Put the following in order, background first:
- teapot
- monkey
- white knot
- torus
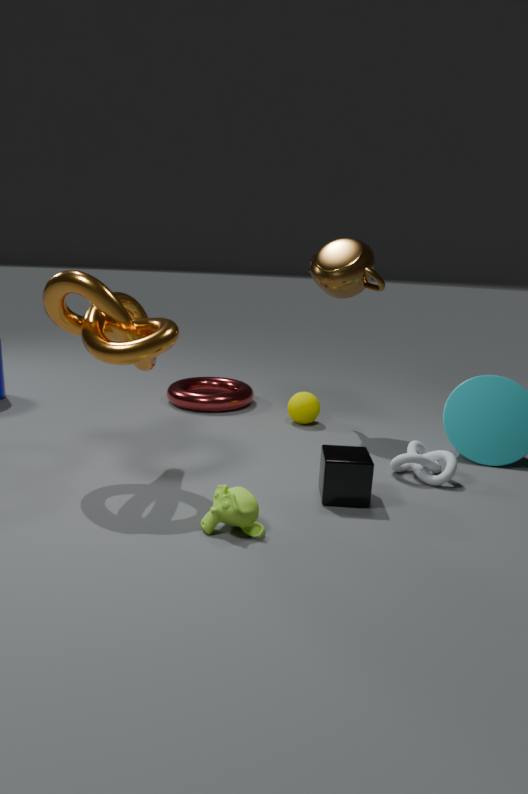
torus < teapot < white knot < monkey
